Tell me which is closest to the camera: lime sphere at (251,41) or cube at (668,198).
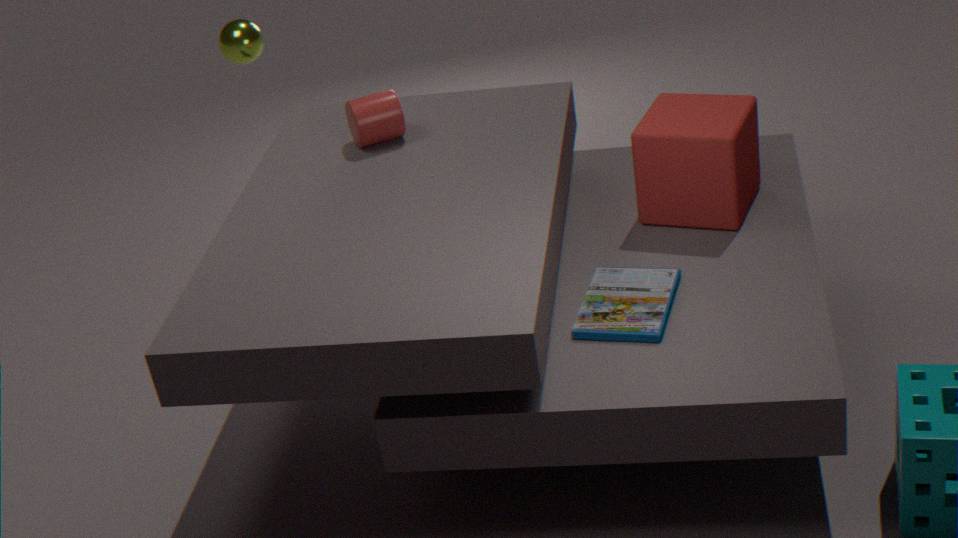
cube at (668,198)
